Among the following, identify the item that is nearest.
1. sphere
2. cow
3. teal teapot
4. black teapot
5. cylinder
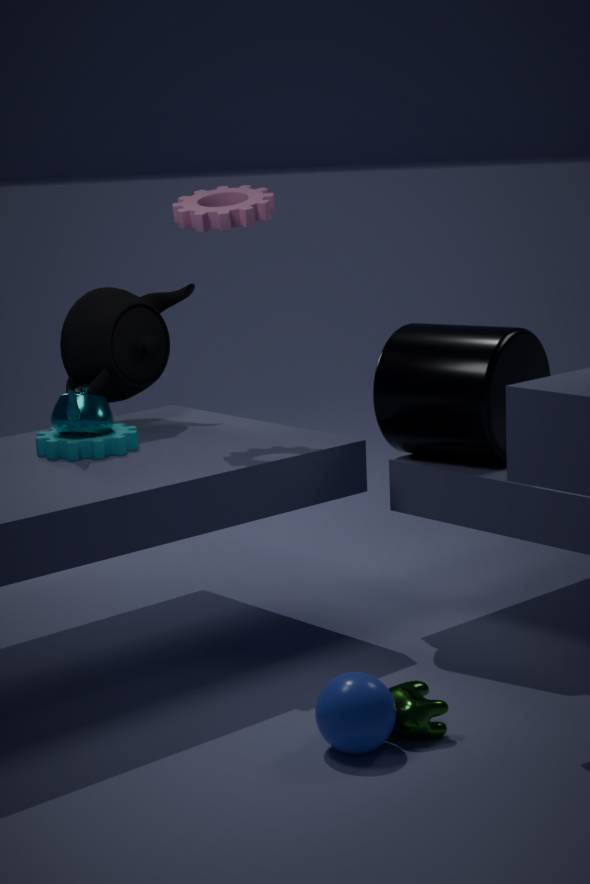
sphere
